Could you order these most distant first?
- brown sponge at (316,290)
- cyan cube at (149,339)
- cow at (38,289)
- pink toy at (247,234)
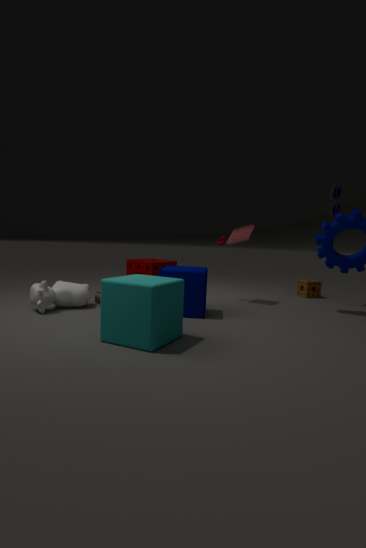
brown sponge at (316,290), pink toy at (247,234), cow at (38,289), cyan cube at (149,339)
